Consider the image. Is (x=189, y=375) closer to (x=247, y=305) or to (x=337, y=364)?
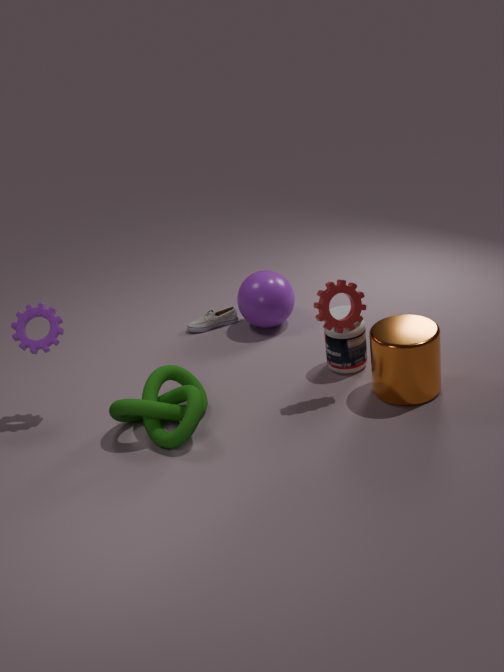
(x=337, y=364)
